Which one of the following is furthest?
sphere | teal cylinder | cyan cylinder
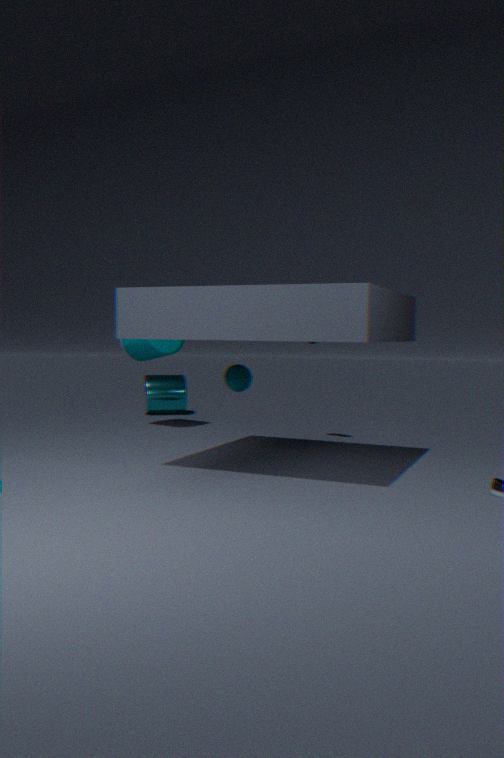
cyan cylinder
